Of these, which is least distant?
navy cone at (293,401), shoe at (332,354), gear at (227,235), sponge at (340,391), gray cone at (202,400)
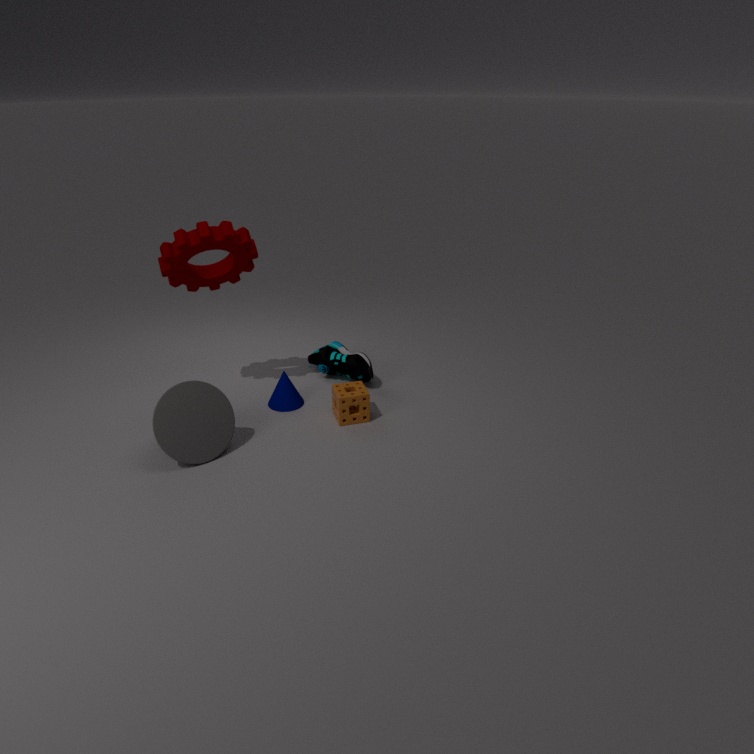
gray cone at (202,400)
